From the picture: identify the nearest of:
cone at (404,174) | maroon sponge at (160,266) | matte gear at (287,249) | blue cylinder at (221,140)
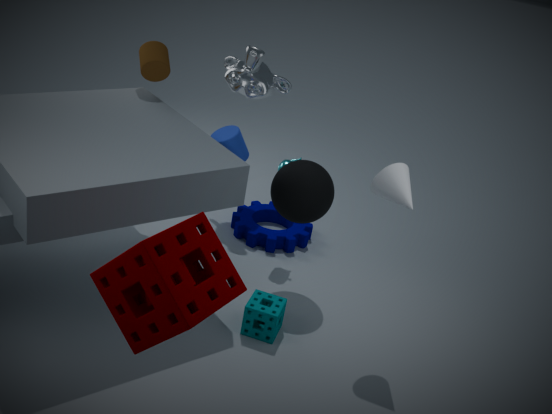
maroon sponge at (160,266)
